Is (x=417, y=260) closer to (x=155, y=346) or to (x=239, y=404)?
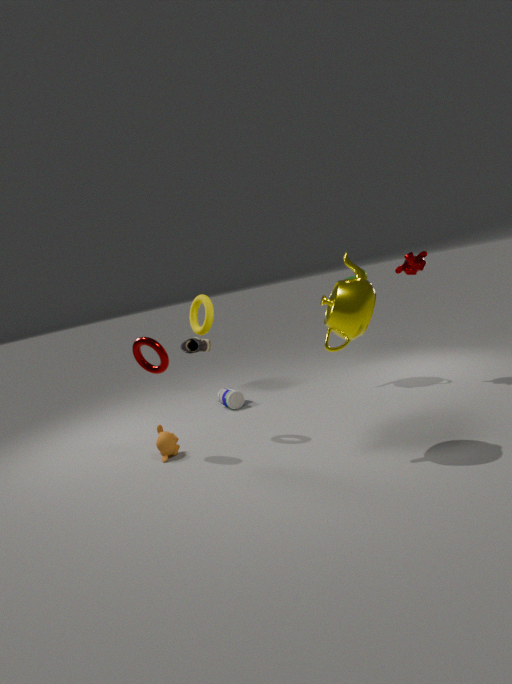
(x=239, y=404)
